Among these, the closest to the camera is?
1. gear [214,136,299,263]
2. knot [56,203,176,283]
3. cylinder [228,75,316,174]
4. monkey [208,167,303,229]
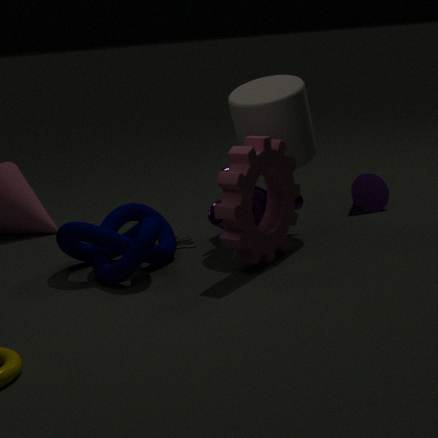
gear [214,136,299,263]
